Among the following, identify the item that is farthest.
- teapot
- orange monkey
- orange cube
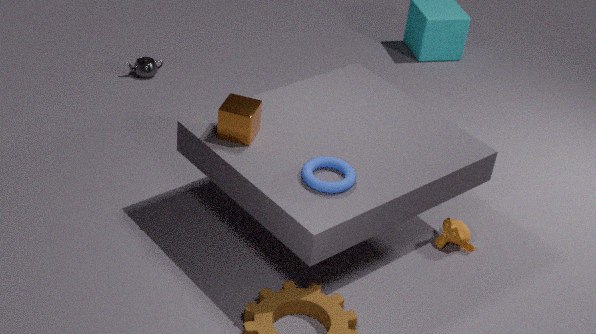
teapot
